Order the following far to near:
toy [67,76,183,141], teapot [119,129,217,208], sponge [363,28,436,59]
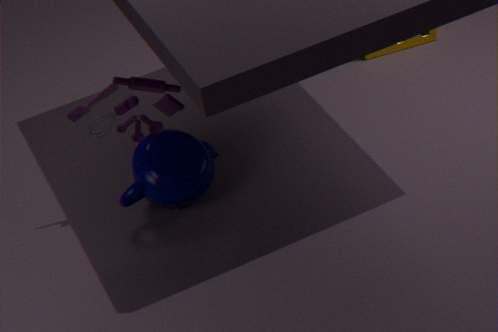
sponge [363,28,436,59]
teapot [119,129,217,208]
toy [67,76,183,141]
